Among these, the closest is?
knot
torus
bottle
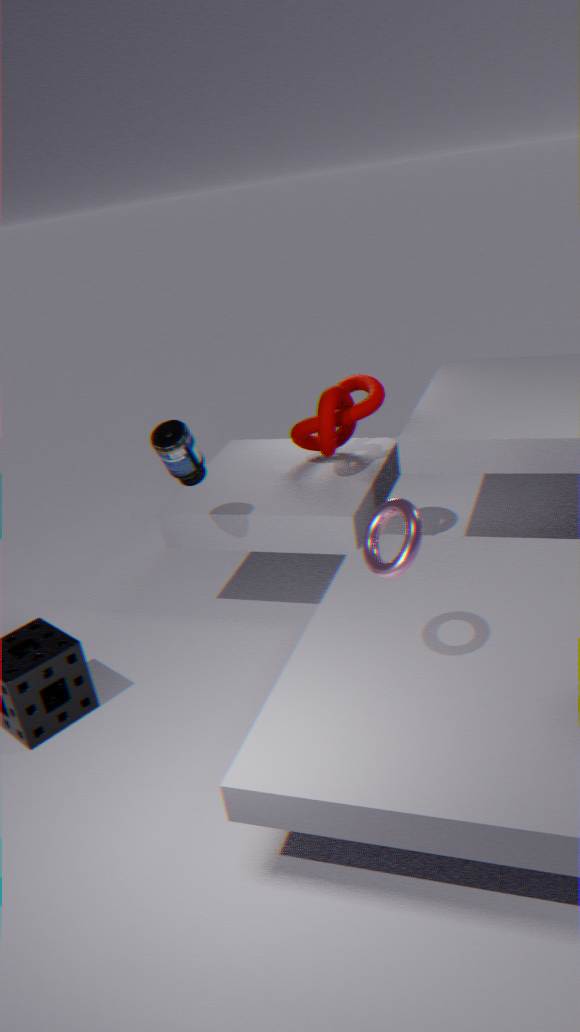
torus
